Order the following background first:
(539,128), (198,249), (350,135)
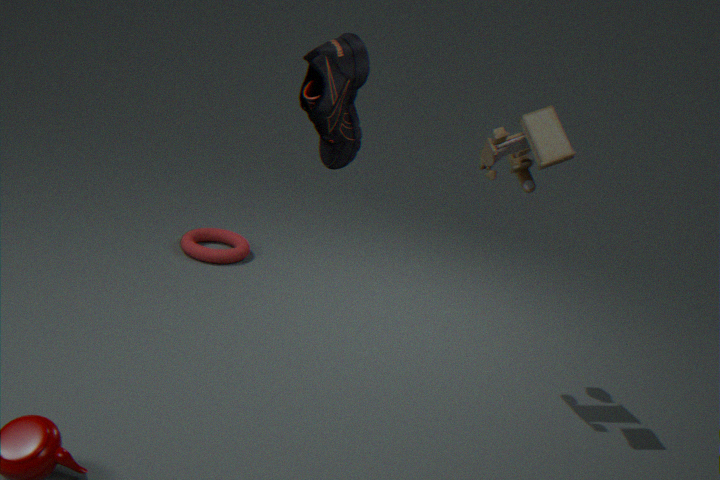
(198,249), (539,128), (350,135)
